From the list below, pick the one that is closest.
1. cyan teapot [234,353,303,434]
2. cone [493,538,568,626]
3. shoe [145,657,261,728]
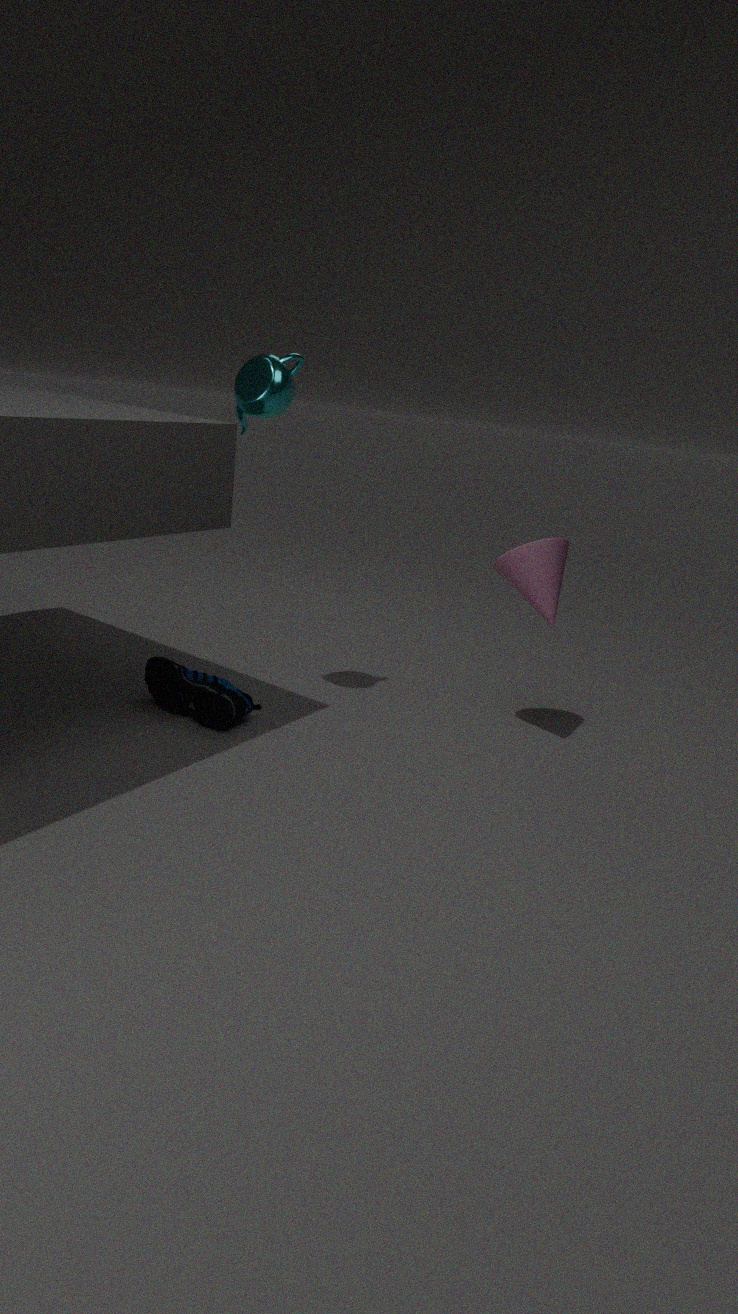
cyan teapot [234,353,303,434]
